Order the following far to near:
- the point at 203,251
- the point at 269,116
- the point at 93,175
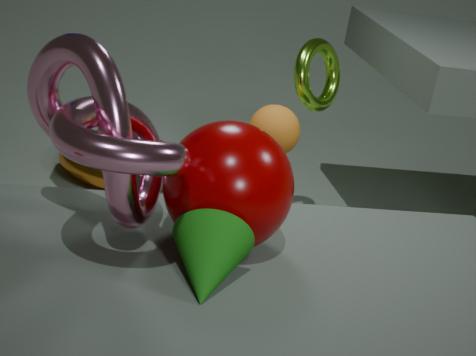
the point at 93,175 → the point at 269,116 → the point at 203,251
